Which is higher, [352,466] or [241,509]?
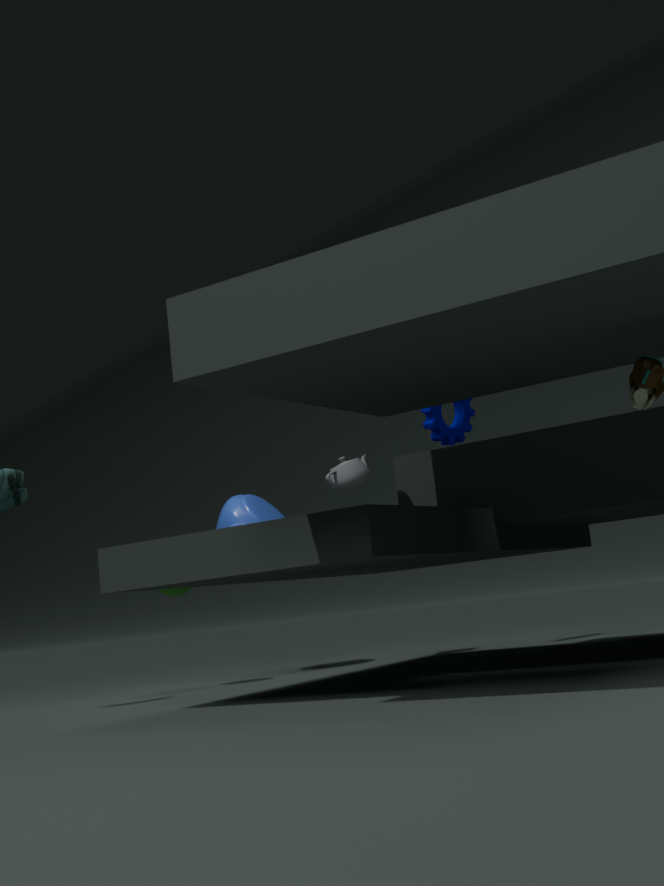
[352,466]
